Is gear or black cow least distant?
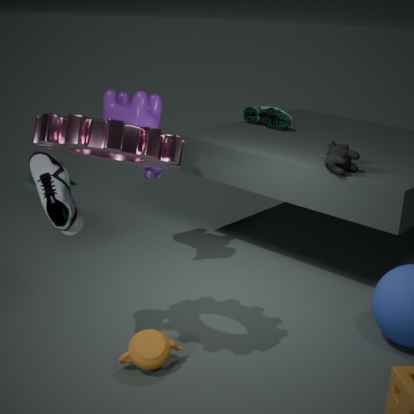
gear
